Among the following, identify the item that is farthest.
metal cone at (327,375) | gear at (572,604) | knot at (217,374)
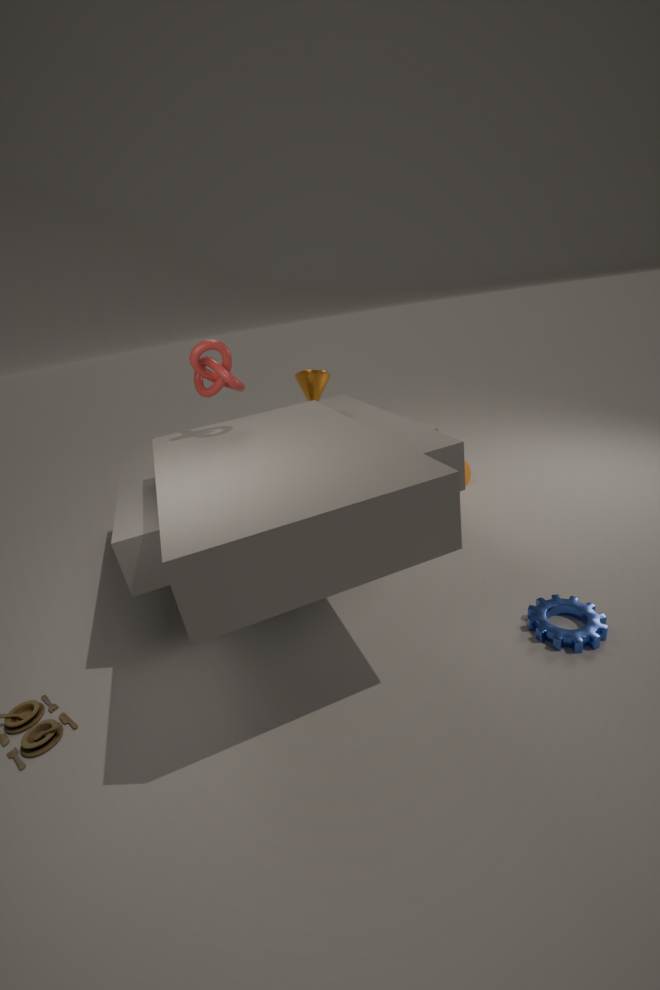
metal cone at (327,375)
